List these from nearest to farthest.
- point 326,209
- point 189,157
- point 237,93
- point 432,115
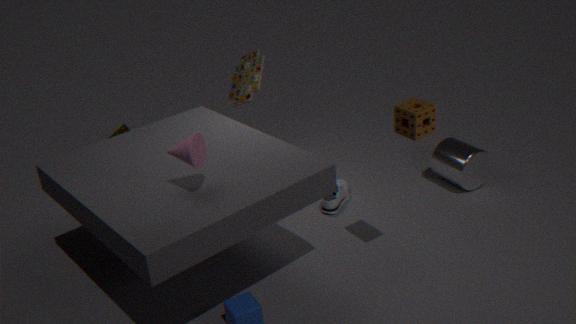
point 189,157 → point 432,115 → point 326,209 → point 237,93
